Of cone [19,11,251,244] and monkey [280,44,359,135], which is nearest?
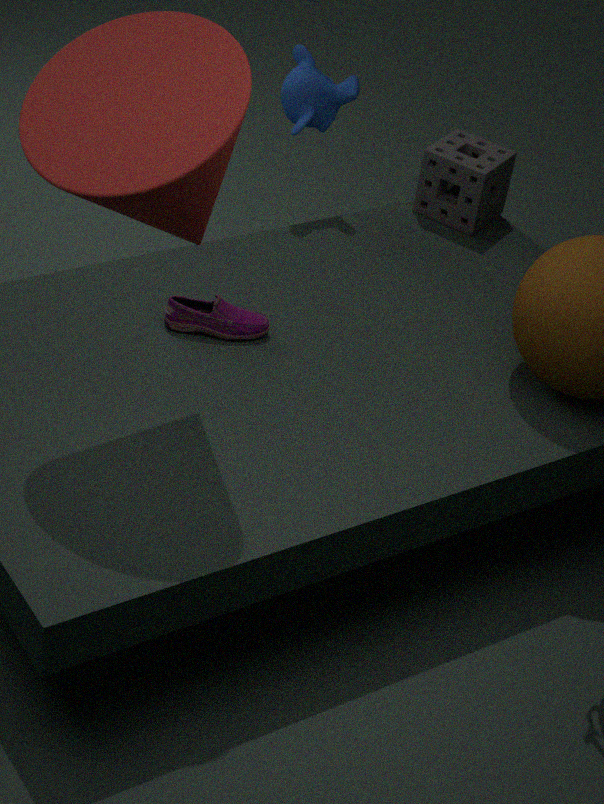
cone [19,11,251,244]
